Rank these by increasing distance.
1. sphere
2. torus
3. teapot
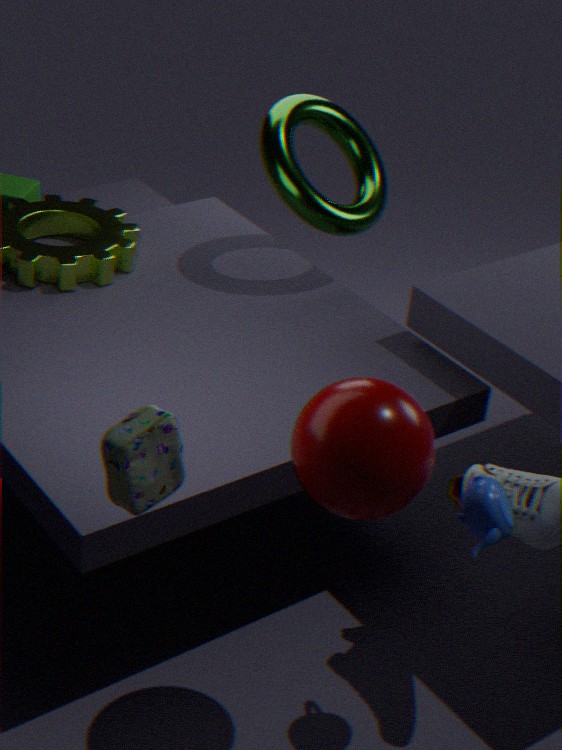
sphere
teapot
torus
